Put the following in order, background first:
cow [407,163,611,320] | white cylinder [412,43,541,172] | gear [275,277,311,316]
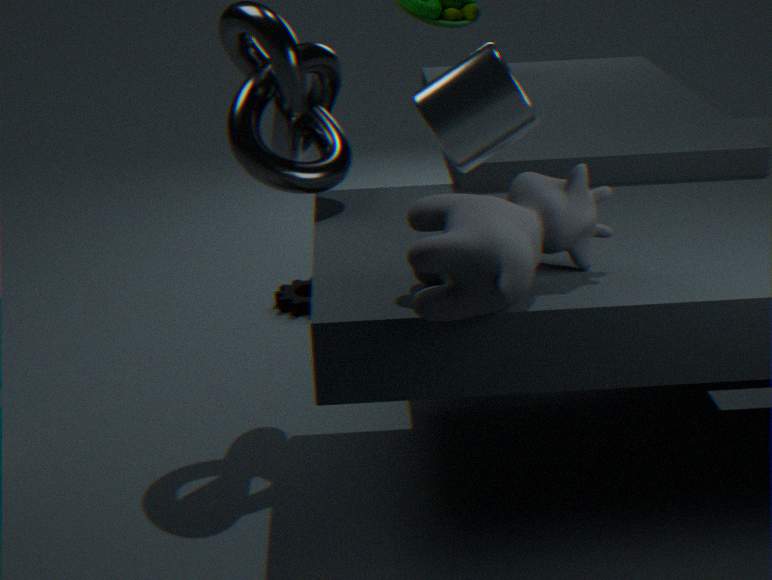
gear [275,277,311,316] → cow [407,163,611,320] → white cylinder [412,43,541,172]
